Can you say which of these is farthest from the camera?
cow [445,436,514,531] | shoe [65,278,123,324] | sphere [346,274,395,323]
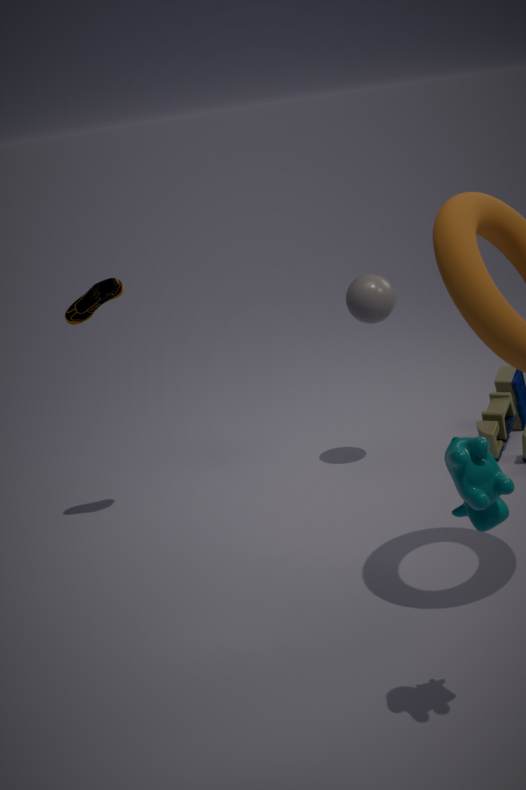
sphere [346,274,395,323]
